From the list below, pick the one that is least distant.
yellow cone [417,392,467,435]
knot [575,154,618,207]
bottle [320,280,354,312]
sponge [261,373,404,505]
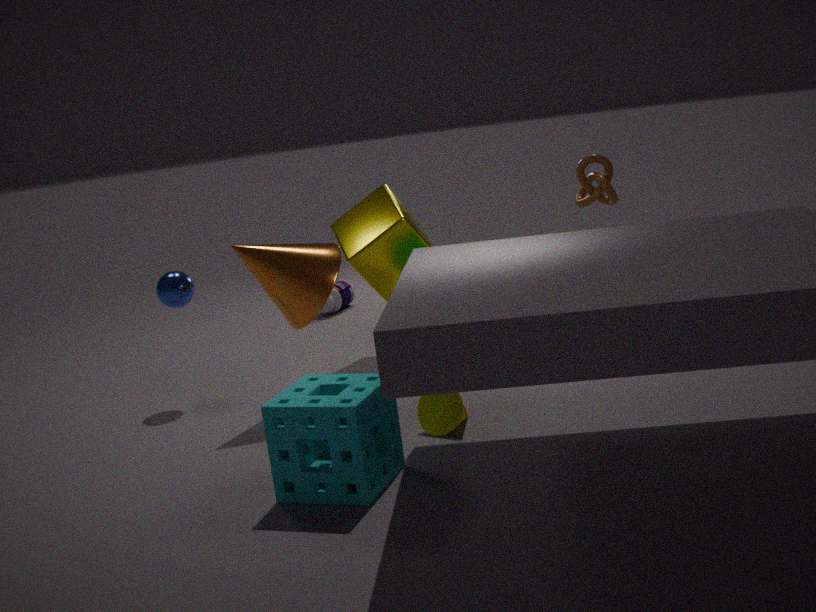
sponge [261,373,404,505]
